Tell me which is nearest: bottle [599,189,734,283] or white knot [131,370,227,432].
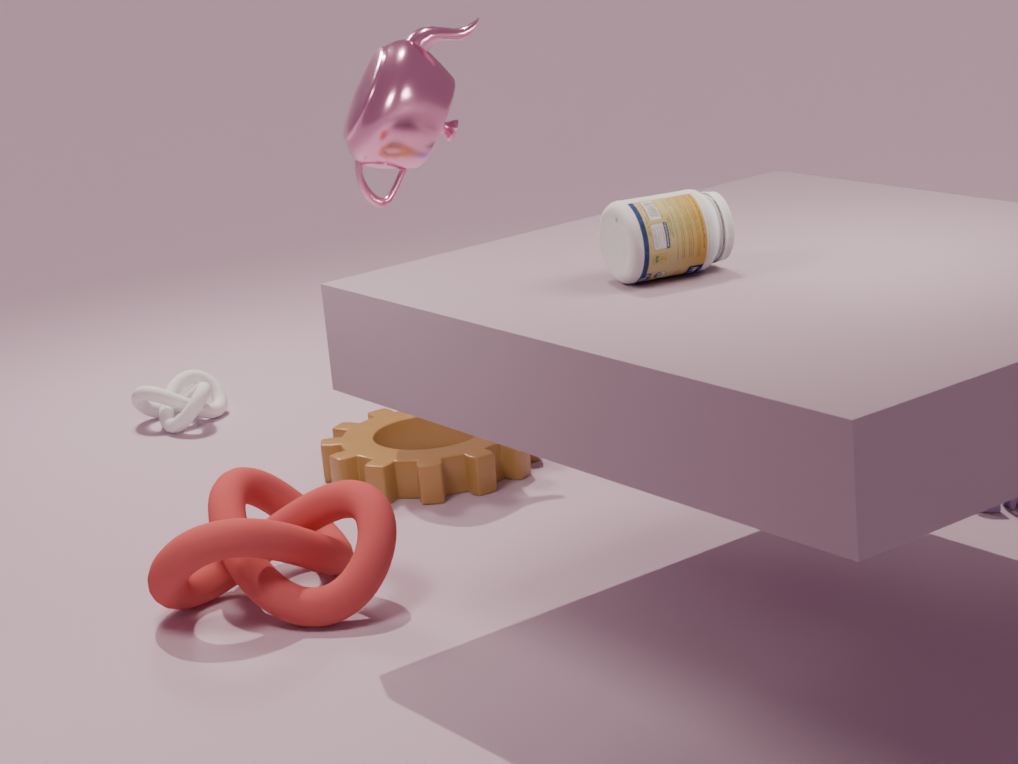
bottle [599,189,734,283]
